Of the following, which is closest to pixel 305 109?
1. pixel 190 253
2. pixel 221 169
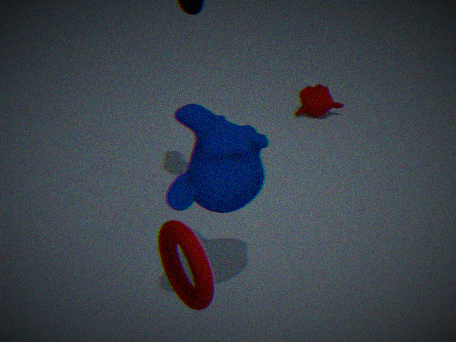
pixel 221 169
